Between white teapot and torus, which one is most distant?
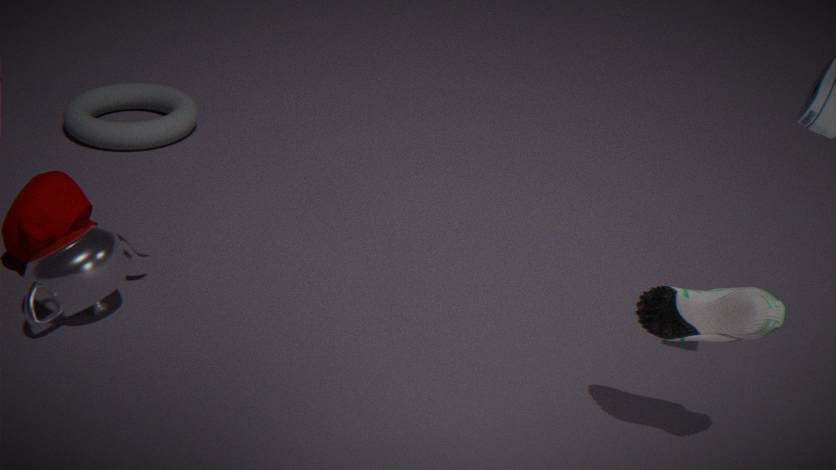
torus
